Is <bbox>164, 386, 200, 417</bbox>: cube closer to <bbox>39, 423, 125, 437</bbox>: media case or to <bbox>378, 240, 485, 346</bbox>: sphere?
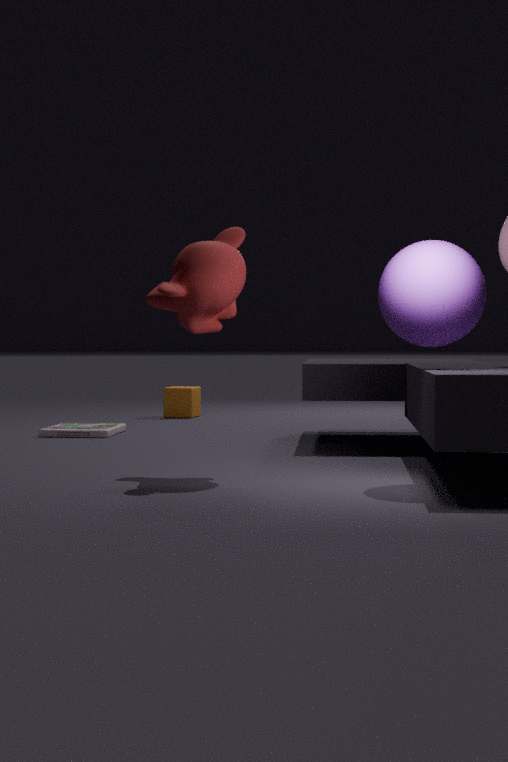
<bbox>39, 423, 125, 437</bbox>: media case
